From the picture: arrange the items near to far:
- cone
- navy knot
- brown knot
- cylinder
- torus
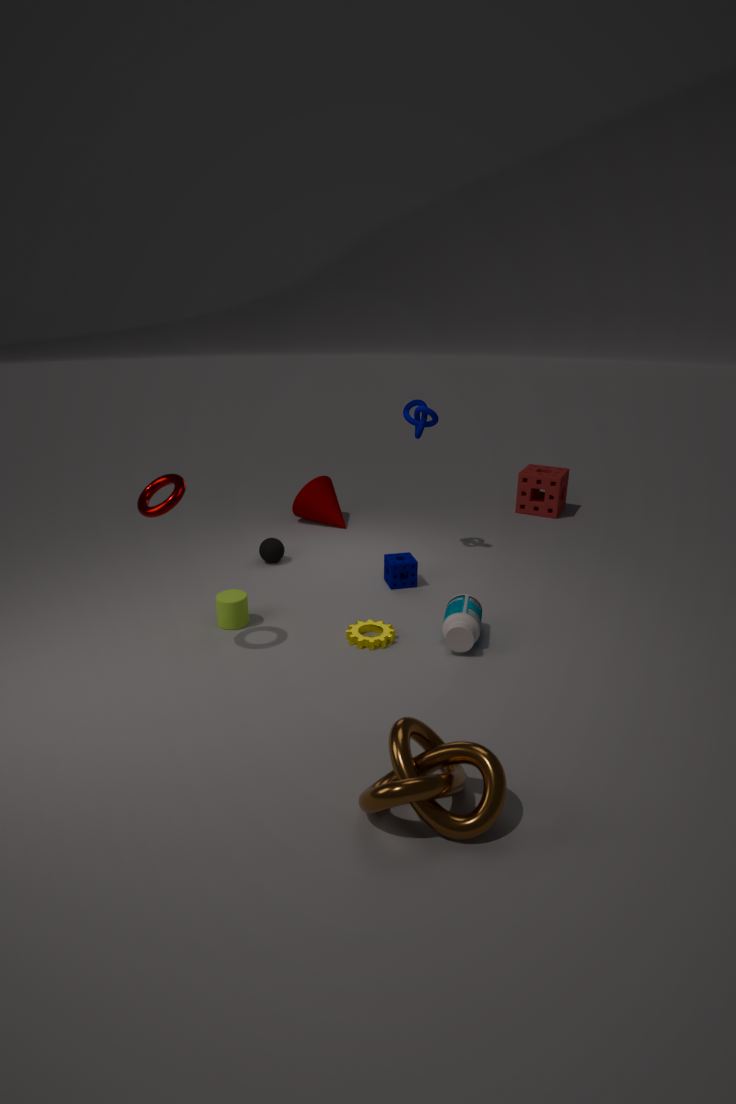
brown knot
torus
cylinder
navy knot
cone
